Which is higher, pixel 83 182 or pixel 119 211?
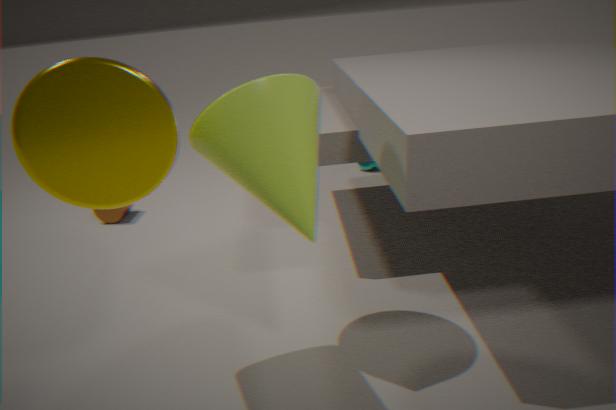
pixel 83 182
